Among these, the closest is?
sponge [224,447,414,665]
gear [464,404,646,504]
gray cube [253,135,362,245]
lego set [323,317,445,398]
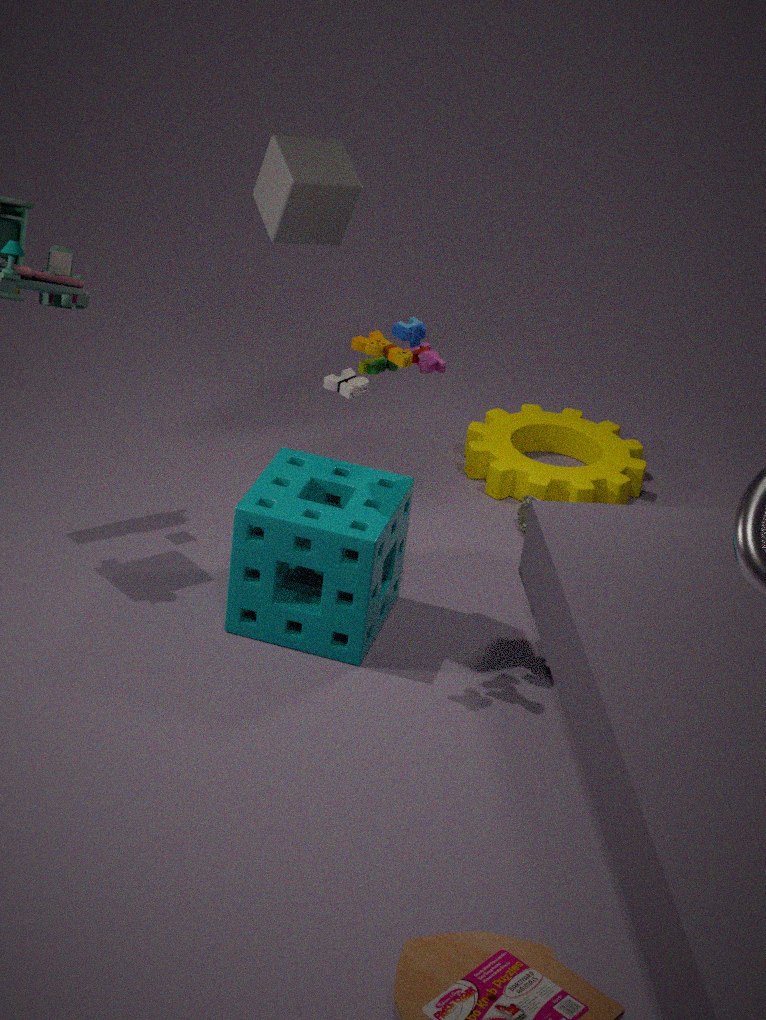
lego set [323,317,445,398]
